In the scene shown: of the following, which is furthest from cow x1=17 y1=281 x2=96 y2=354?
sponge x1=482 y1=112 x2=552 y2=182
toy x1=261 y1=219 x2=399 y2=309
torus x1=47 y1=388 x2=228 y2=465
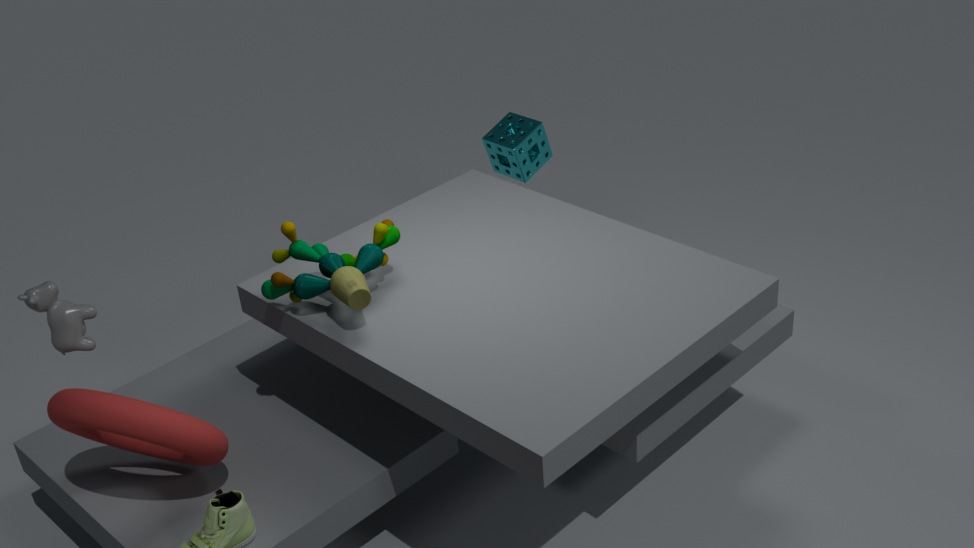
sponge x1=482 y1=112 x2=552 y2=182
